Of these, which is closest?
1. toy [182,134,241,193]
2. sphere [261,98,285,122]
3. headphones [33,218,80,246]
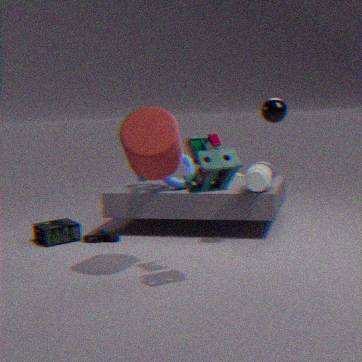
toy [182,134,241,193]
